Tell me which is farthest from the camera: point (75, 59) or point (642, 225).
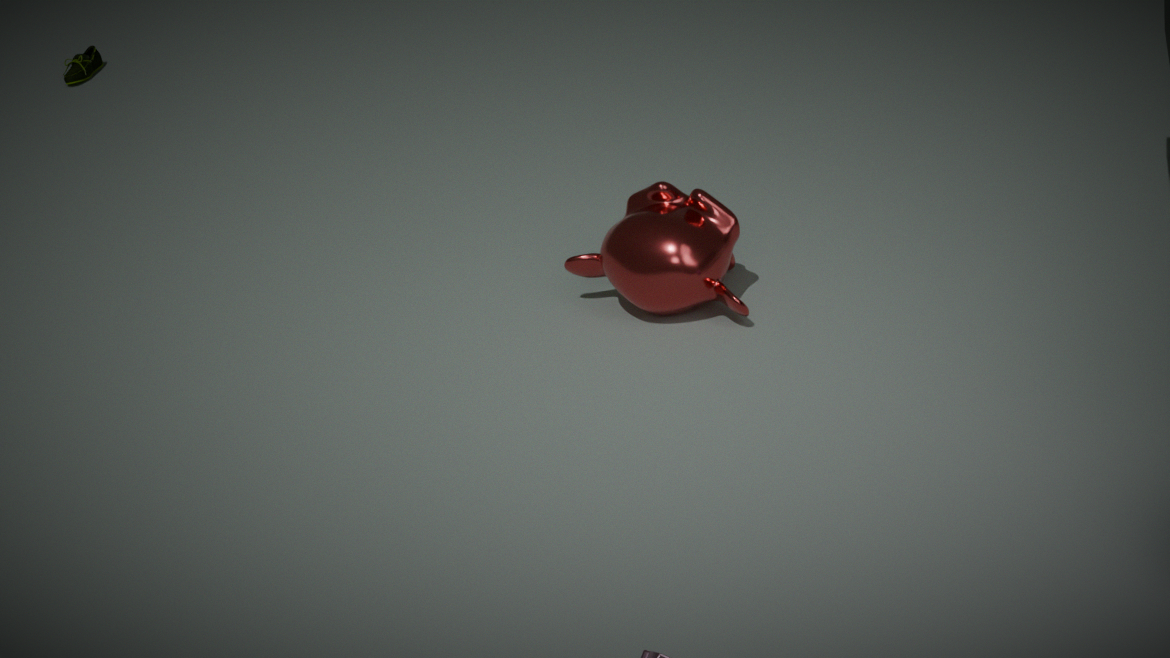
point (75, 59)
